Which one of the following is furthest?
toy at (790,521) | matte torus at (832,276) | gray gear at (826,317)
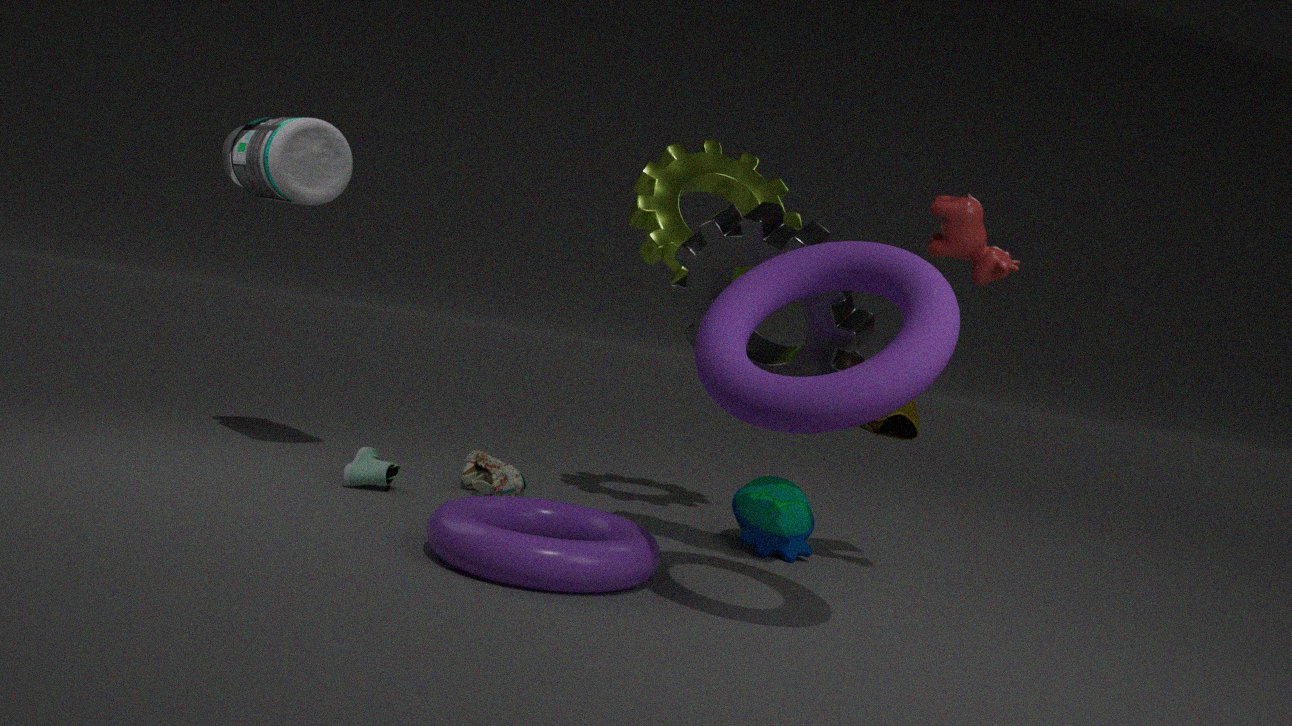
toy at (790,521)
